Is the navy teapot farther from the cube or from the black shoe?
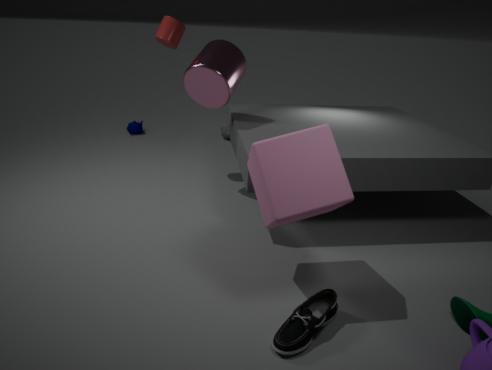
the black shoe
